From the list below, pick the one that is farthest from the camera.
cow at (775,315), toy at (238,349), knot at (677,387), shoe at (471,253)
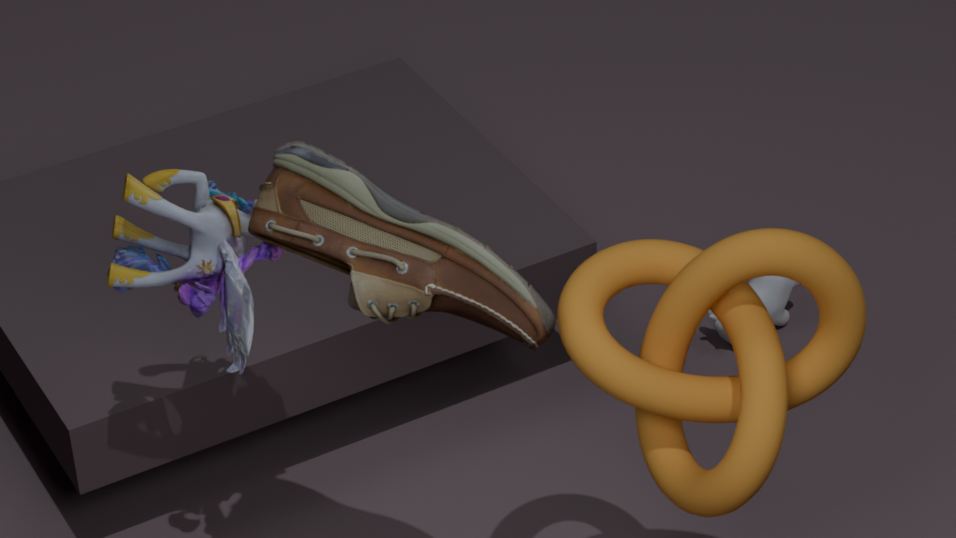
cow at (775,315)
